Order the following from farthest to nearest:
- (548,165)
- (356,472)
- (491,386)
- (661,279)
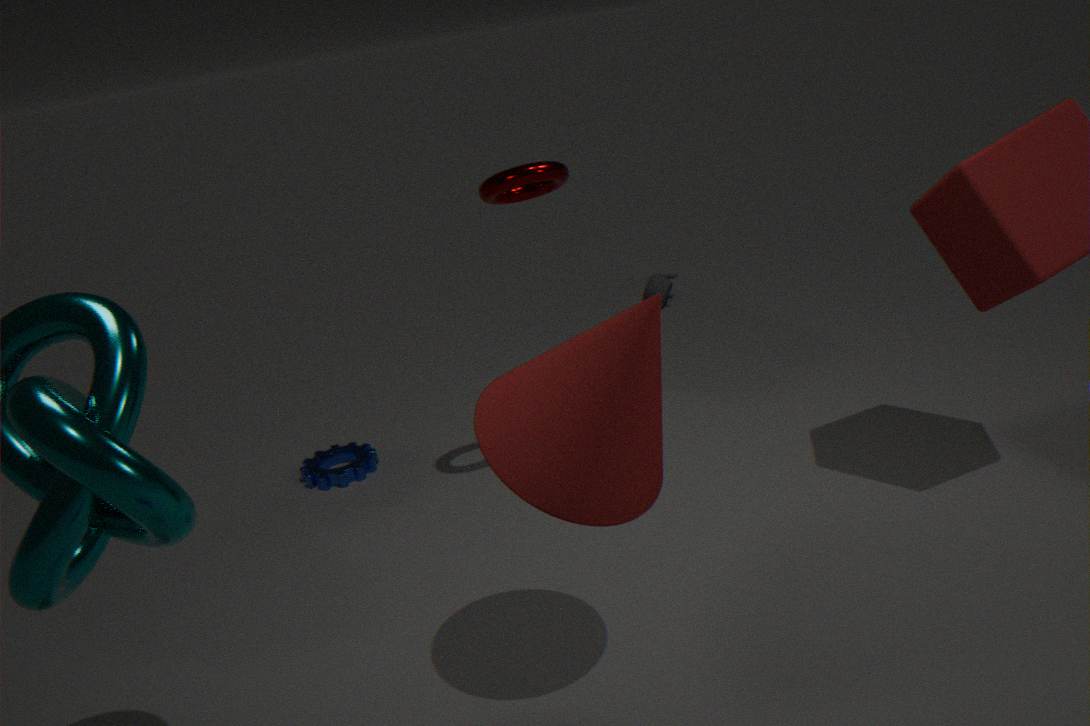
1. (661,279)
2. (356,472)
3. (548,165)
4. (491,386)
